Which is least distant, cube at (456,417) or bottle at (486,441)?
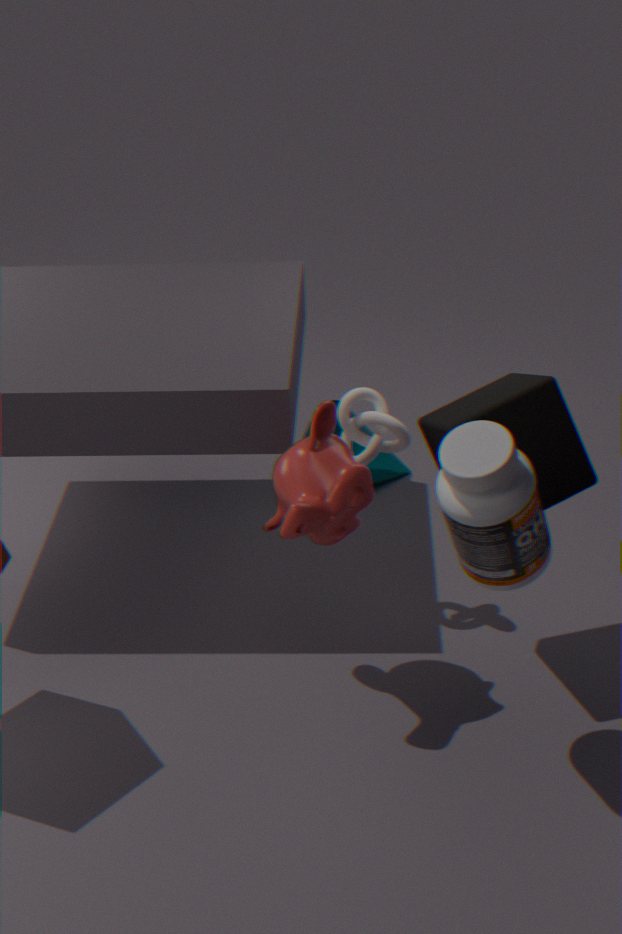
bottle at (486,441)
